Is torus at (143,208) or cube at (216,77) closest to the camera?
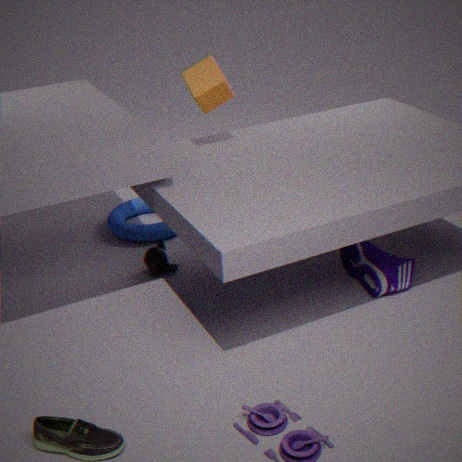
cube at (216,77)
